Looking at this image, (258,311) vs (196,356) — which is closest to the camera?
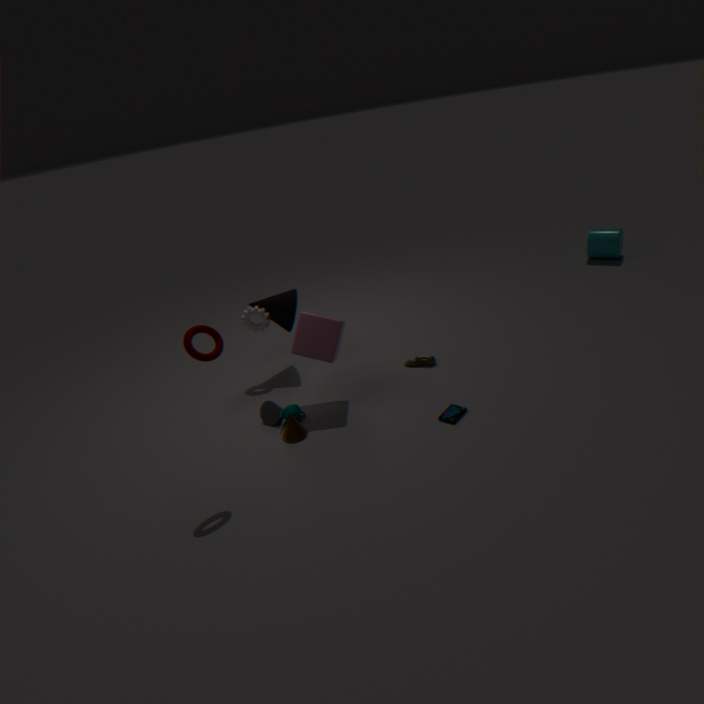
(196,356)
